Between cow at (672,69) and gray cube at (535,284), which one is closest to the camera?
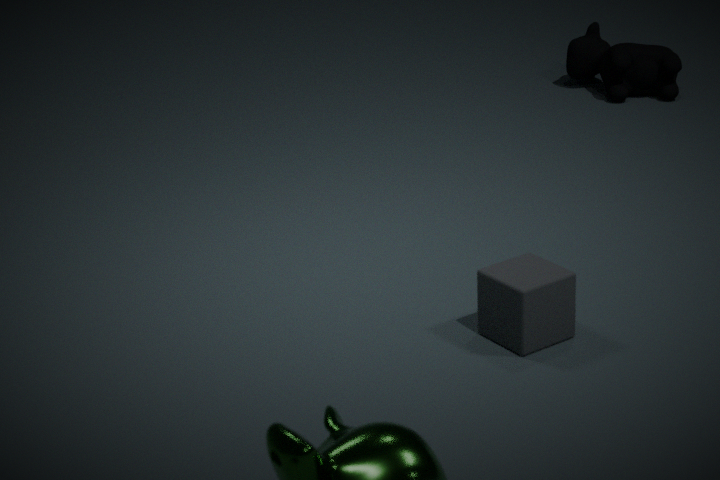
gray cube at (535,284)
